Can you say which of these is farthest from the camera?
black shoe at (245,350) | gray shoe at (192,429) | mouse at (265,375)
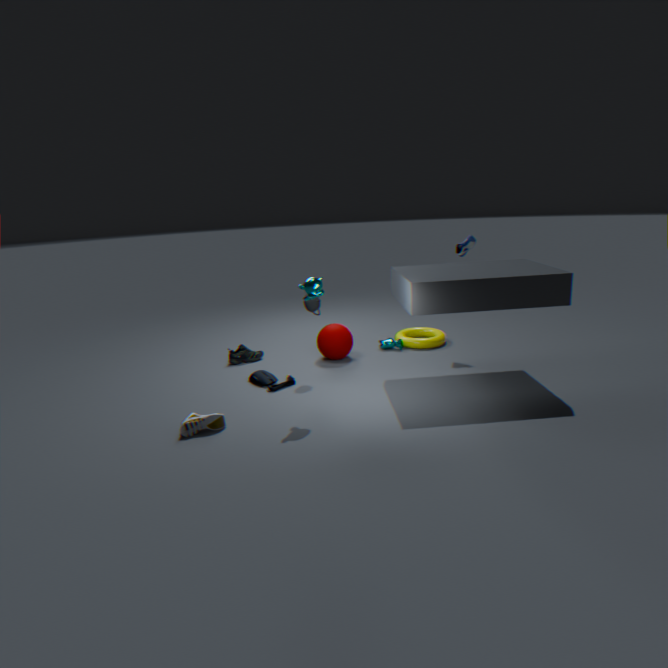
black shoe at (245,350)
